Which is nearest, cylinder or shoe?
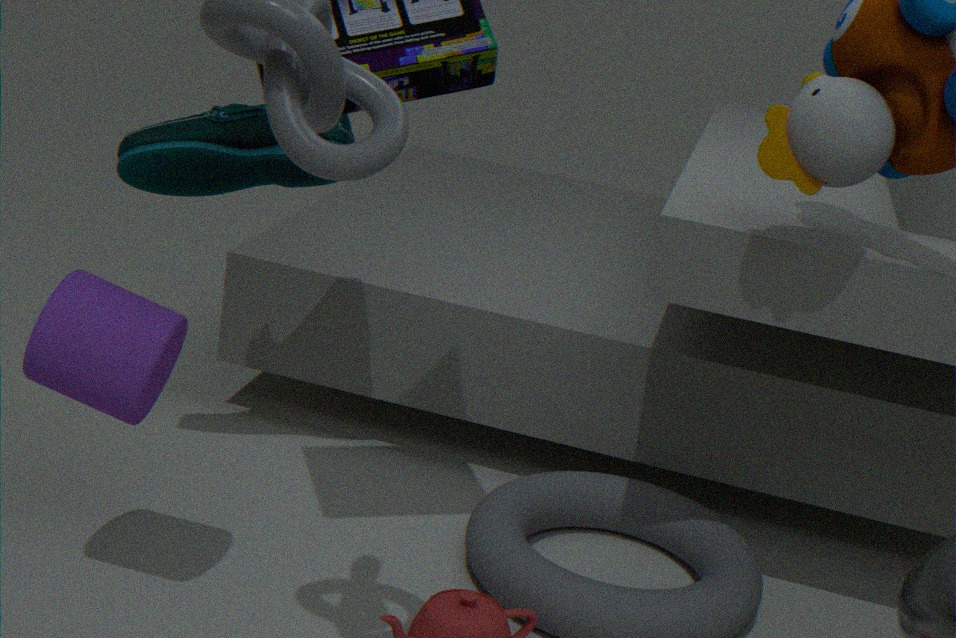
cylinder
